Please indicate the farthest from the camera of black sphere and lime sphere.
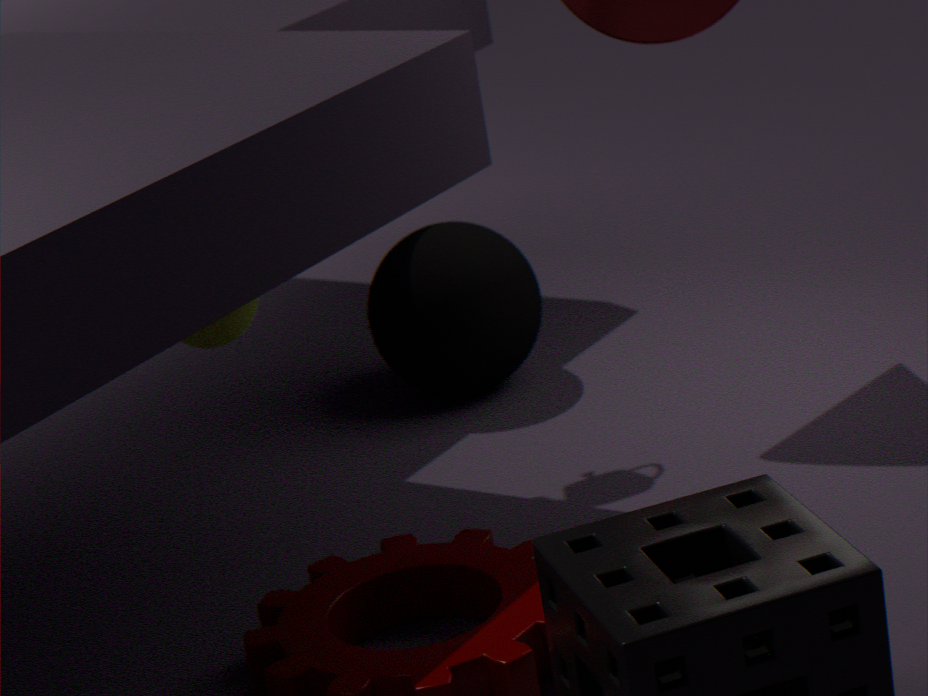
black sphere
